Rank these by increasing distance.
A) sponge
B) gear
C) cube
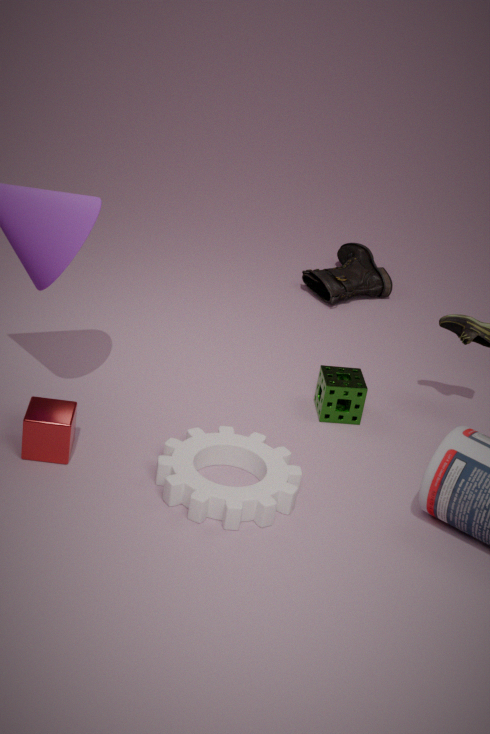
B. gear < C. cube < A. sponge
